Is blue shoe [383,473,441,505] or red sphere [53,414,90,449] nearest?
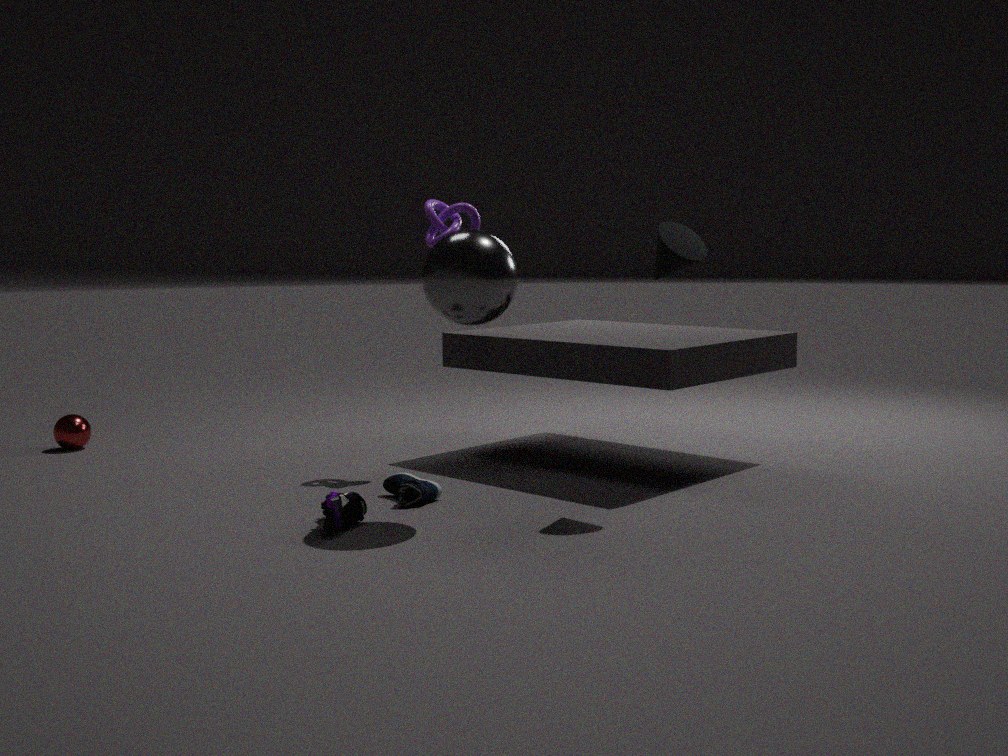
blue shoe [383,473,441,505]
